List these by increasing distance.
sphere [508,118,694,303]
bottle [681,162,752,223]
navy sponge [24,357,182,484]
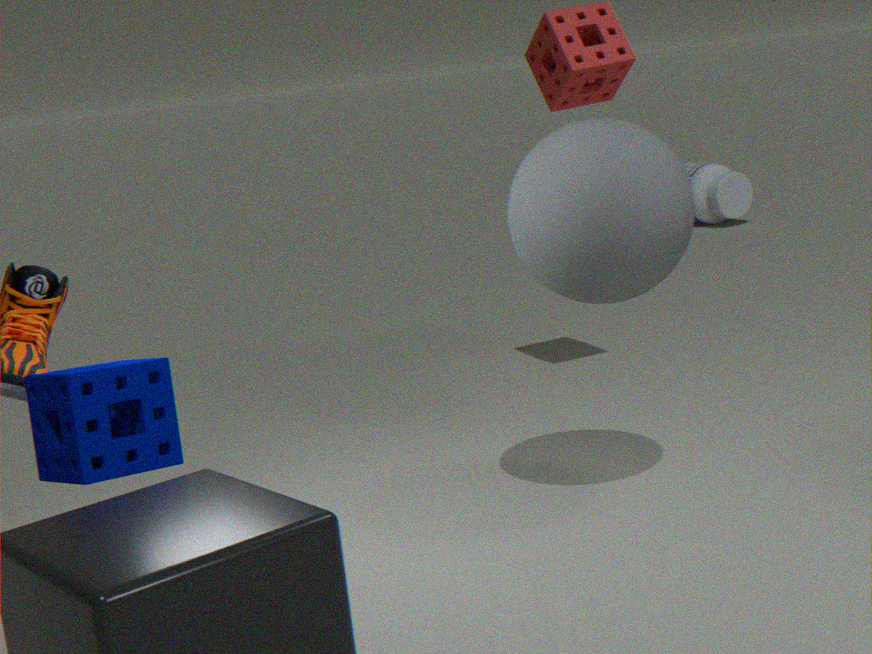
1. navy sponge [24,357,182,484]
2. sphere [508,118,694,303]
3. bottle [681,162,752,223]
